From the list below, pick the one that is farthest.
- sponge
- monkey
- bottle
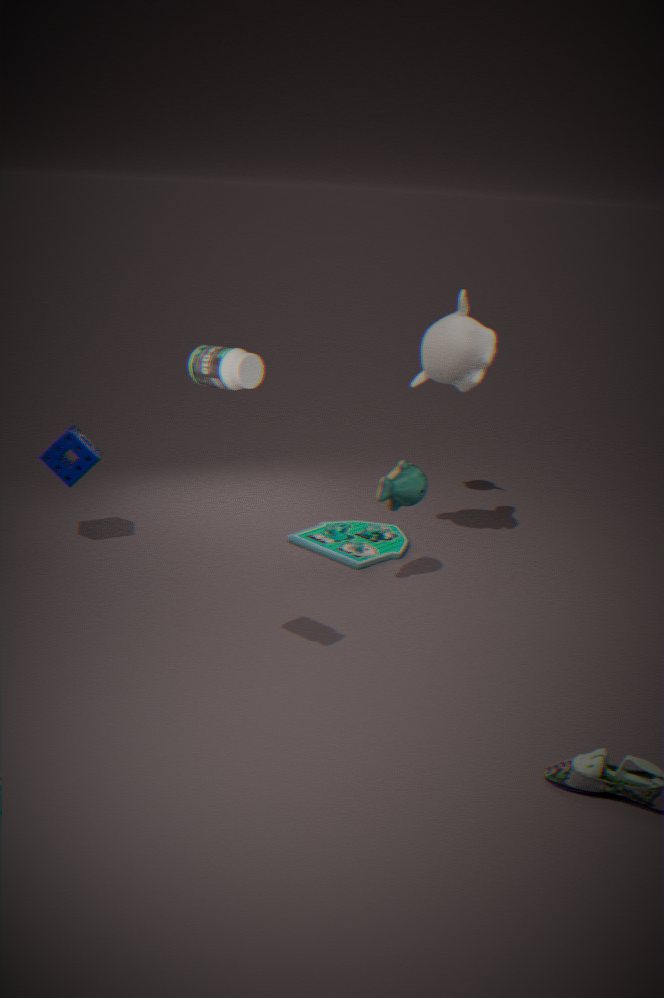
sponge
